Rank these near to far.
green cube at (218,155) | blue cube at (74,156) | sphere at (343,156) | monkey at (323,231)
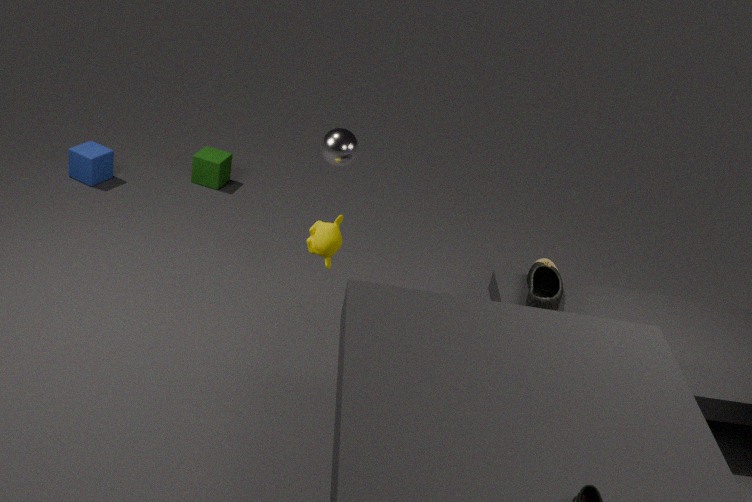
monkey at (323,231)
sphere at (343,156)
blue cube at (74,156)
green cube at (218,155)
